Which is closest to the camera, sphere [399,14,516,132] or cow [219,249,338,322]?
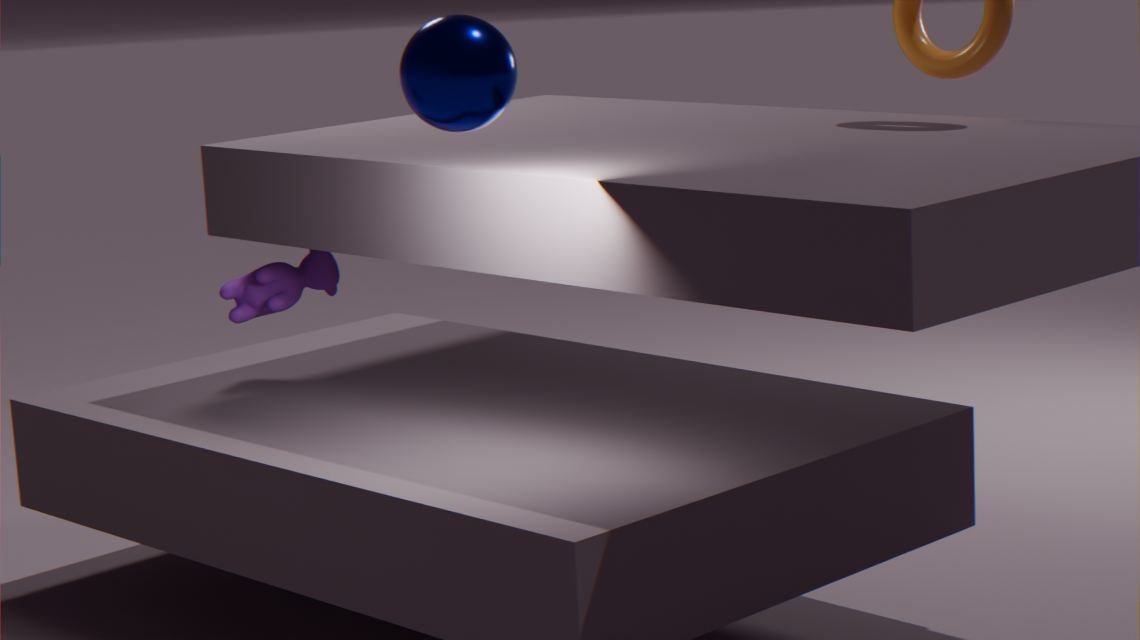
sphere [399,14,516,132]
